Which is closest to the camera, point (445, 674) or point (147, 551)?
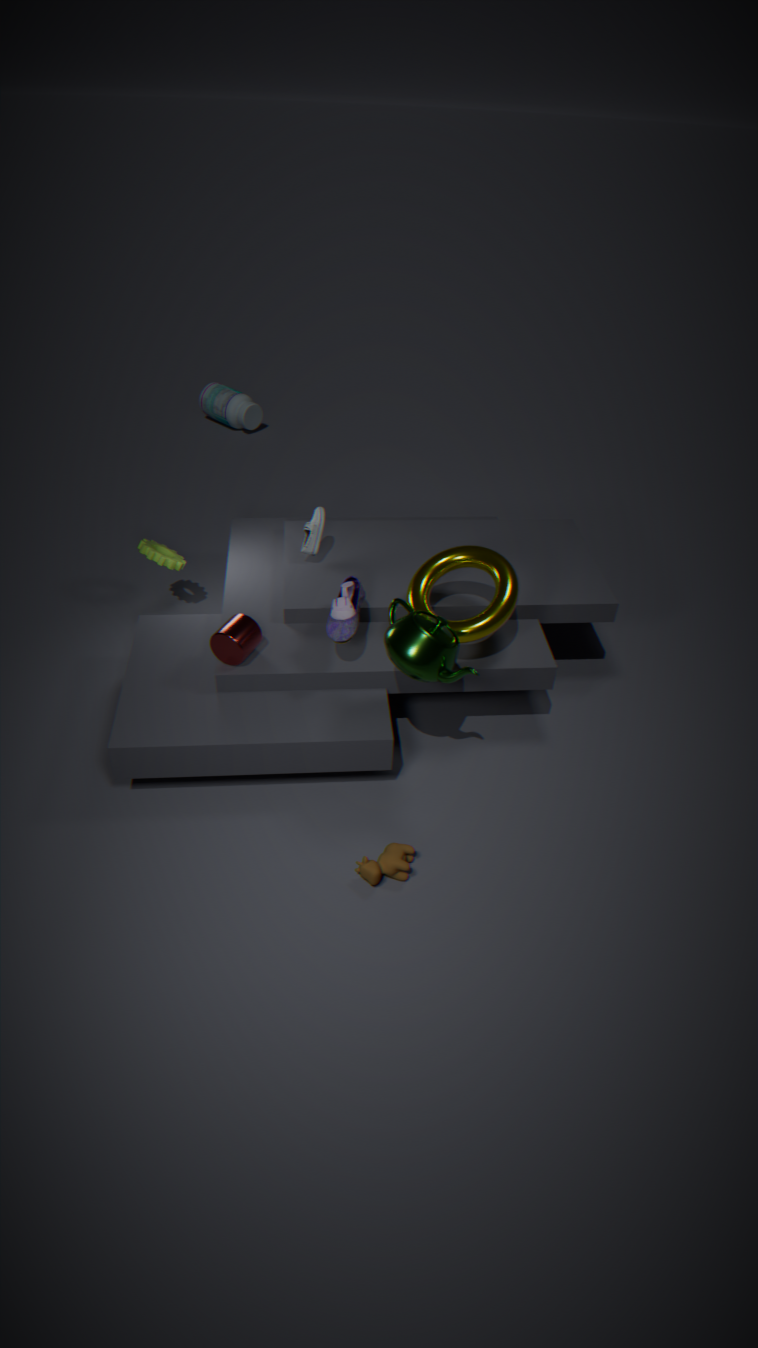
point (445, 674)
